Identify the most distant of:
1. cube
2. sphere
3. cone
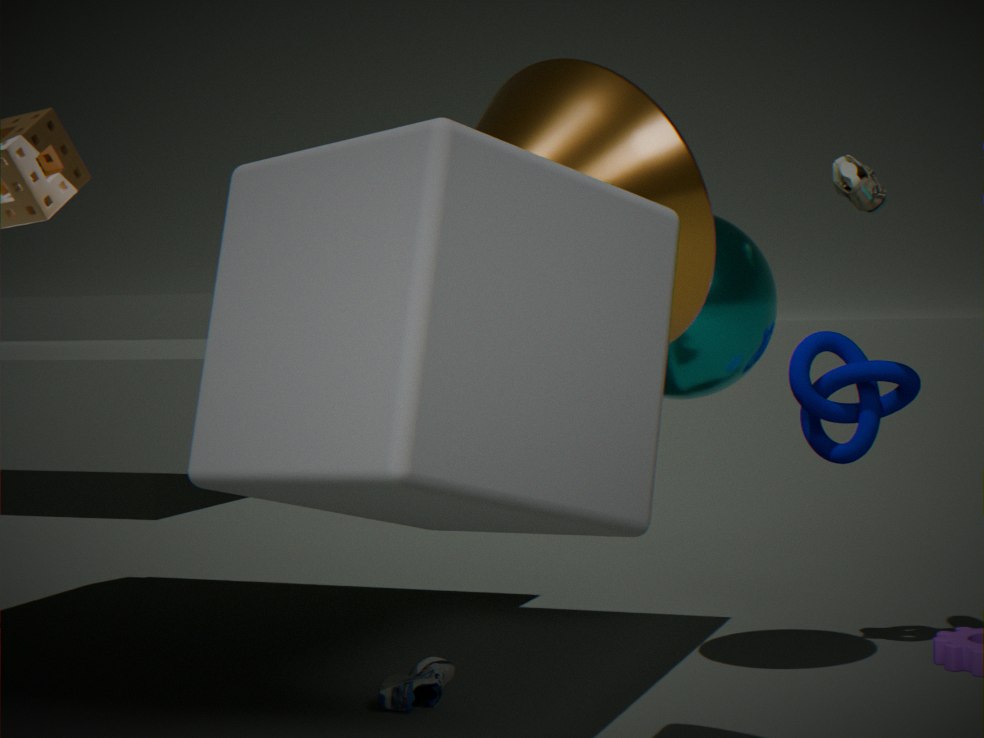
sphere
